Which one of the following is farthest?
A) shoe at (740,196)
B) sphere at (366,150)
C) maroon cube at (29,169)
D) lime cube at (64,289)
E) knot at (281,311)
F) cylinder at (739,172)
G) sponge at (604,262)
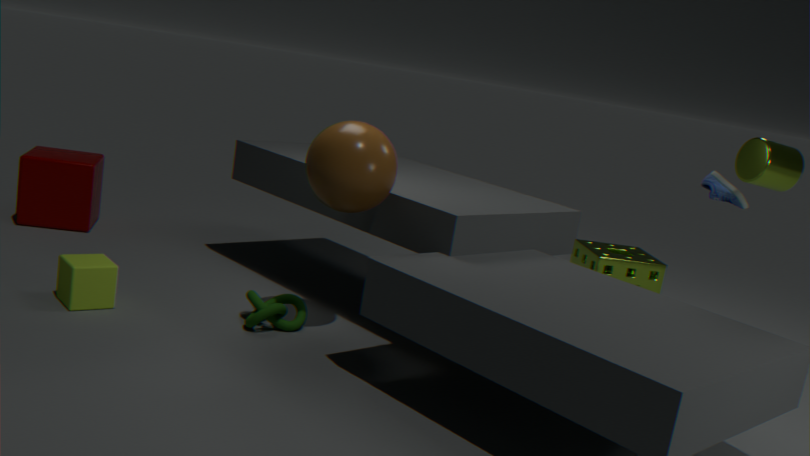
maroon cube at (29,169)
